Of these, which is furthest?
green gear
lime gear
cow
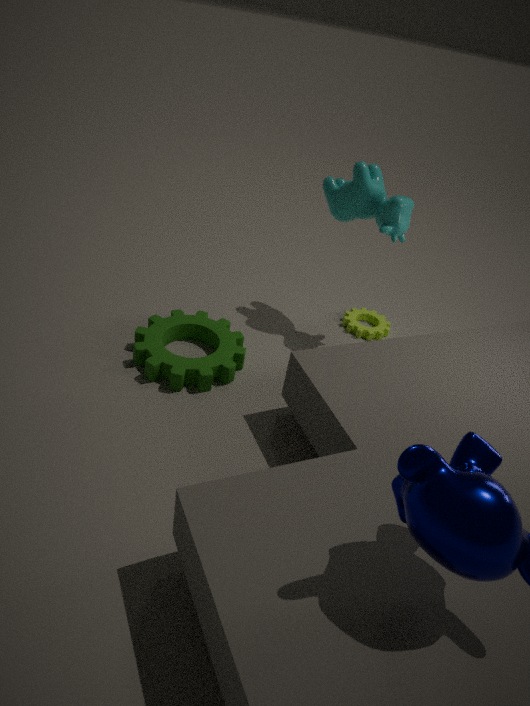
lime gear
